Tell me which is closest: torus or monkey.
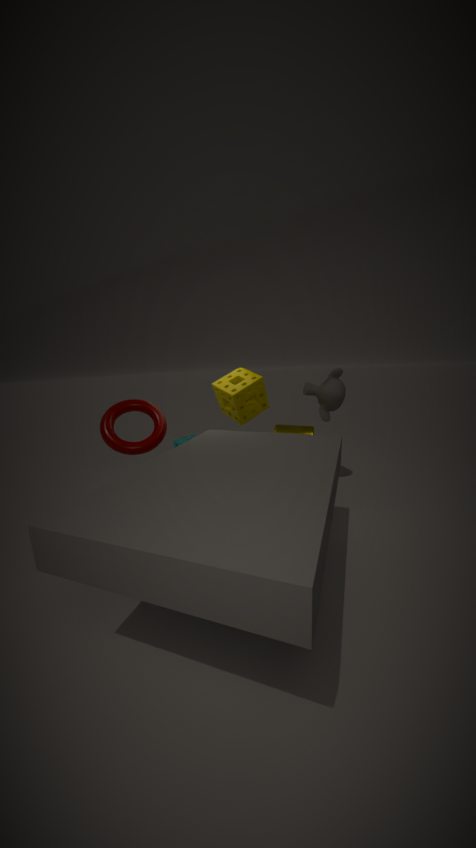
torus
